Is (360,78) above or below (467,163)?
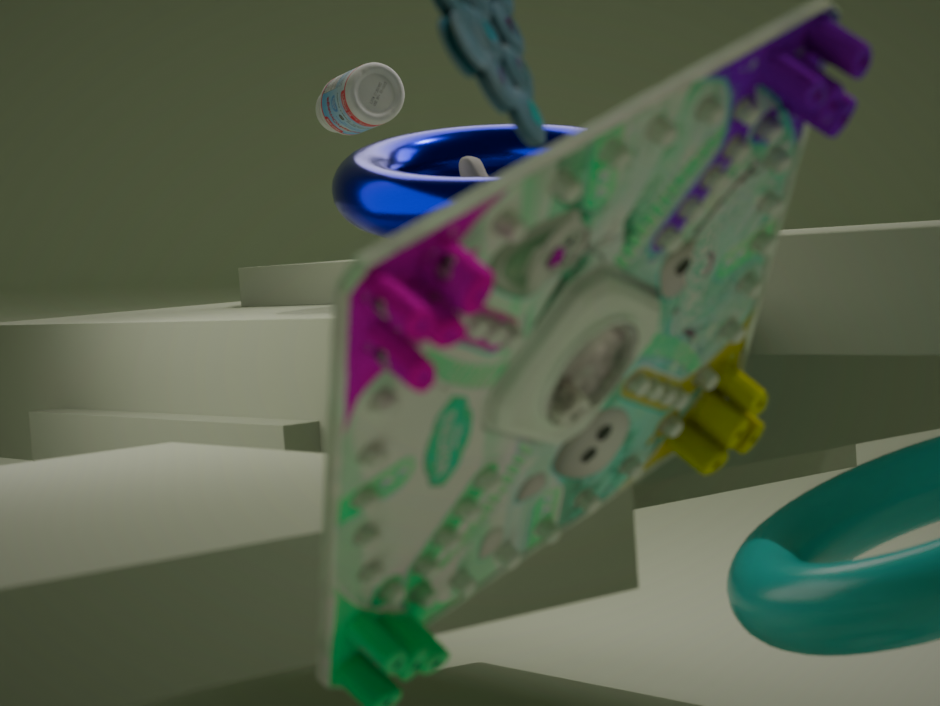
above
